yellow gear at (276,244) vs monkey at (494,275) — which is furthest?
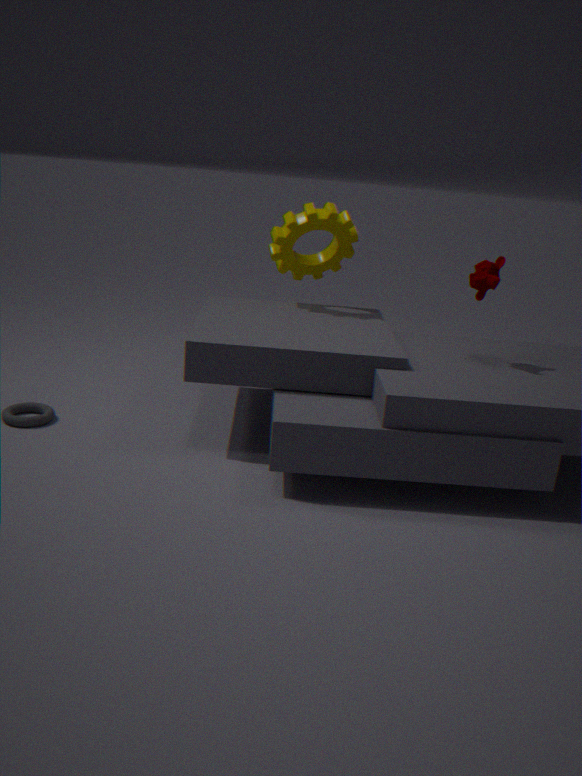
yellow gear at (276,244)
